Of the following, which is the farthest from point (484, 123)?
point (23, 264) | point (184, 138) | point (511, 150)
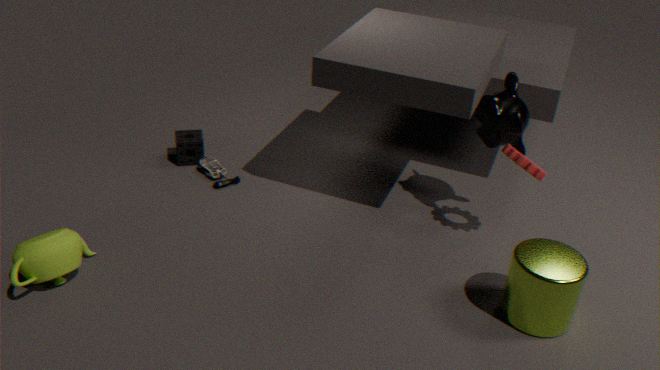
point (23, 264)
